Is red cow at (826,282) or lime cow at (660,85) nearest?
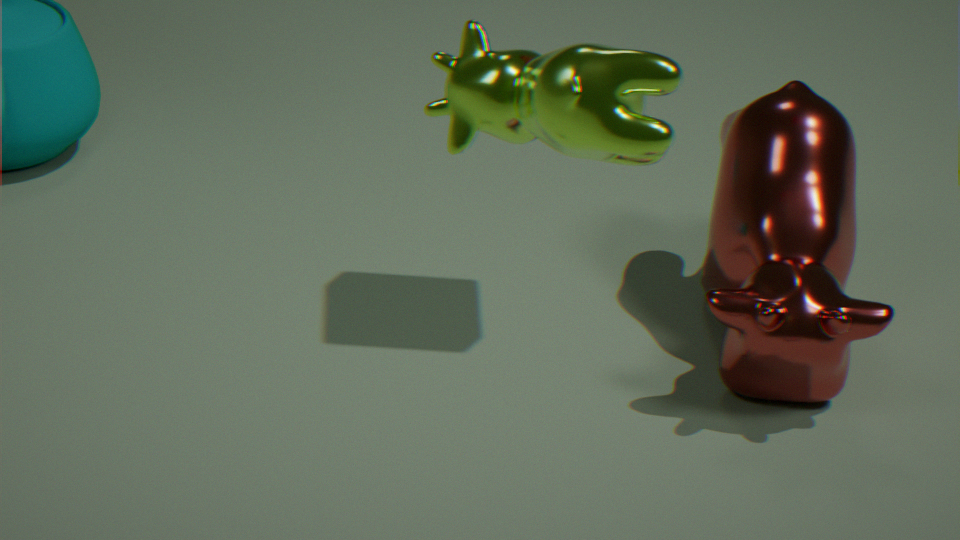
lime cow at (660,85)
